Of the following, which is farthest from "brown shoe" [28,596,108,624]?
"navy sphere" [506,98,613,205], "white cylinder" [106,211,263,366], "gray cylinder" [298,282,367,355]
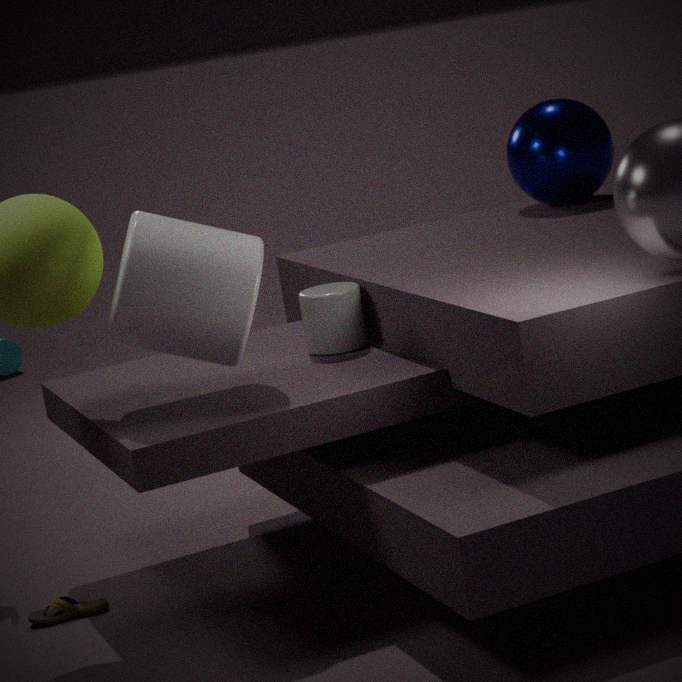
"navy sphere" [506,98,613,205]
